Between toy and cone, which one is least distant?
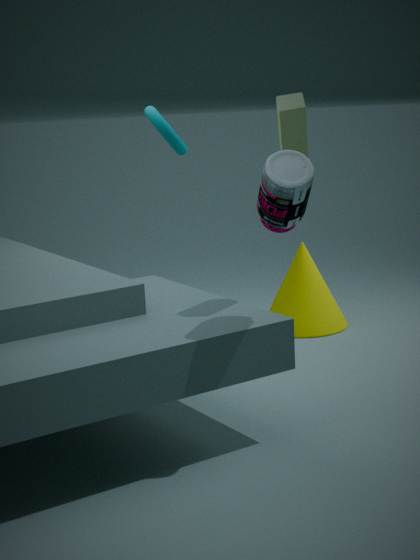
toy
